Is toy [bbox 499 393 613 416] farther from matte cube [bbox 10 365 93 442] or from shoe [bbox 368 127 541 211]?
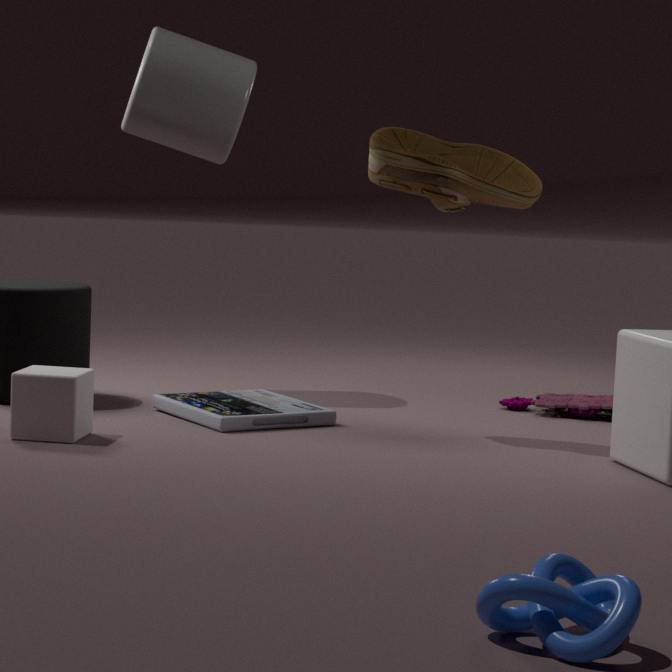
matte cube [bbox 10 365 93 442]
